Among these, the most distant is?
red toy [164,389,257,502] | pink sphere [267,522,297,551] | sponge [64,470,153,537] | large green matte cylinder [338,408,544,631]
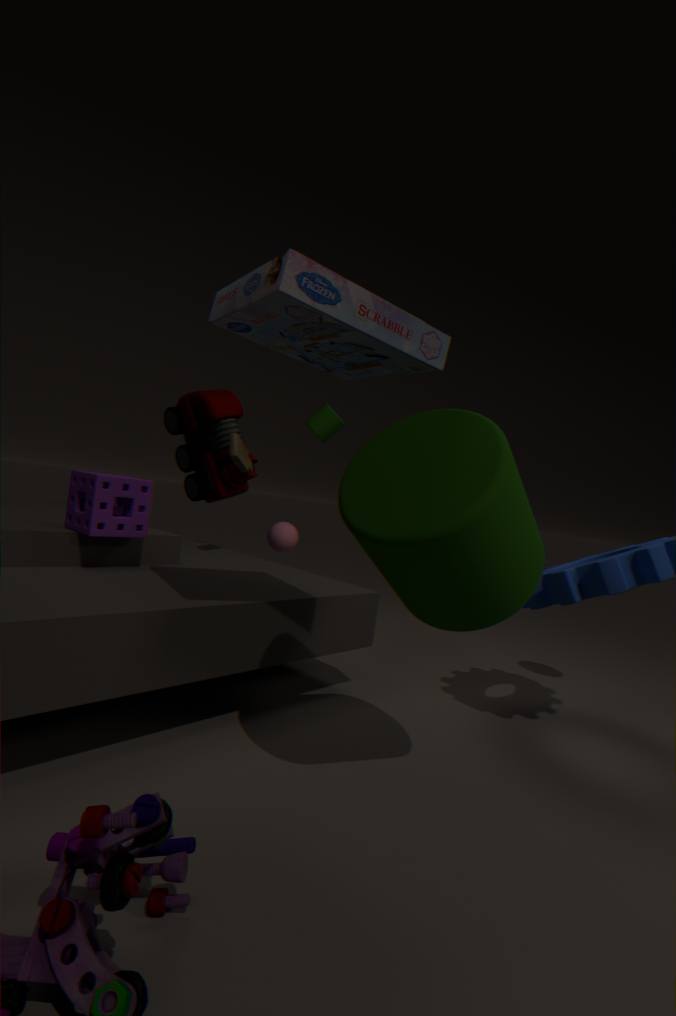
pink sphere [267,522,297,551]
